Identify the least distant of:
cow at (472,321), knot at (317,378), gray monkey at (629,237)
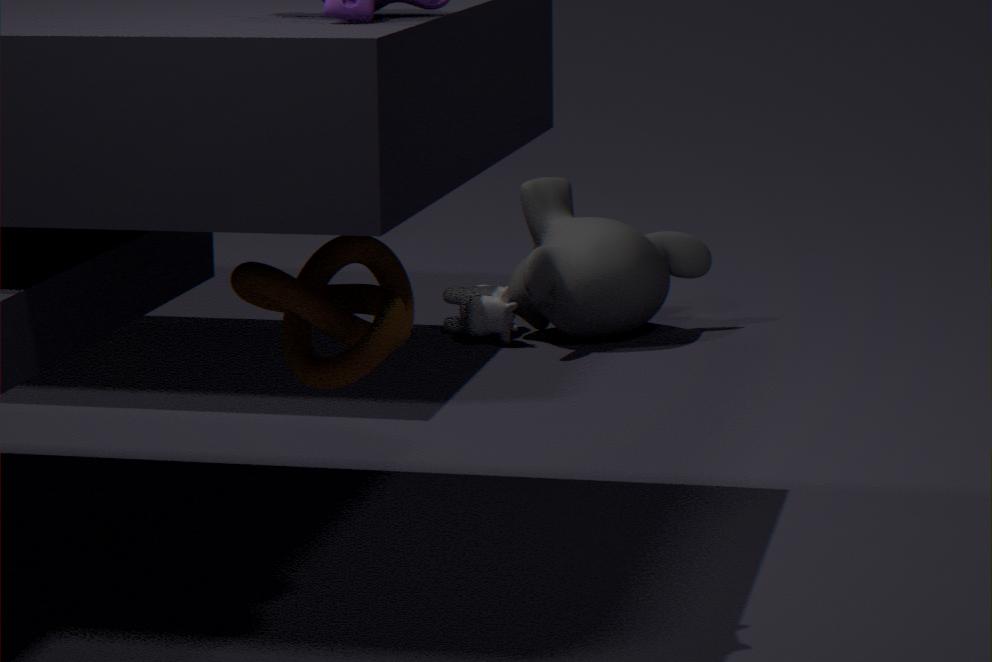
knot at (317,378)
